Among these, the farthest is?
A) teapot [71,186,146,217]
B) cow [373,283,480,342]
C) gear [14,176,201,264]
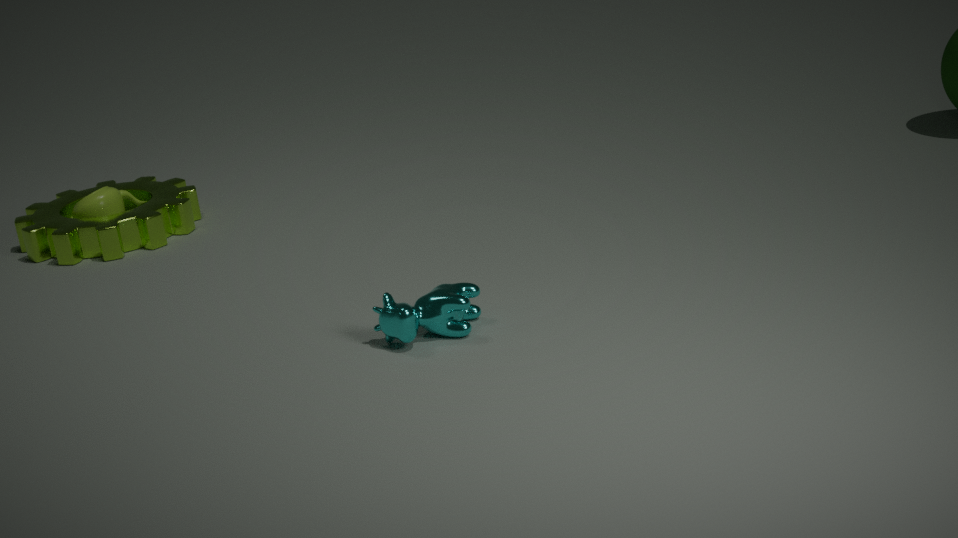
teapot [71,186,146,217]
